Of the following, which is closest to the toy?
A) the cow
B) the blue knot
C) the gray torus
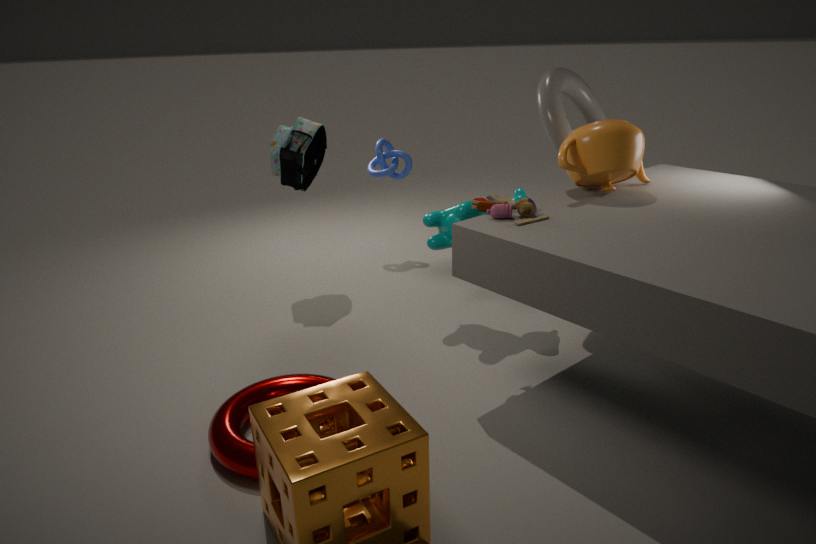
the cow
